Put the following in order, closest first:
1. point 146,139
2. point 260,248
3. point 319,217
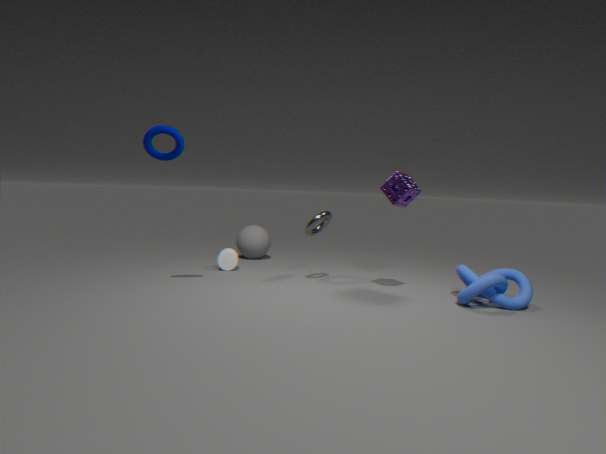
point 146,139, point 319,217, point 260,248
